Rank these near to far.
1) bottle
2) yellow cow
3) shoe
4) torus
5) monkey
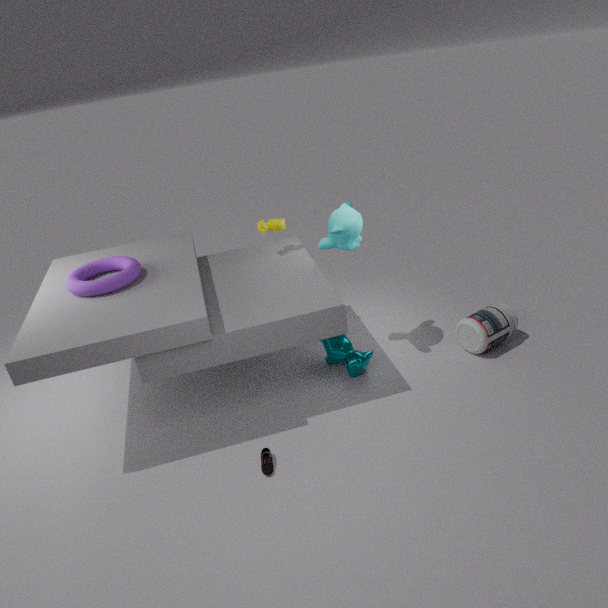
3. shoe
4. torus
5. monkey
1. bottle
2. yellow cow
